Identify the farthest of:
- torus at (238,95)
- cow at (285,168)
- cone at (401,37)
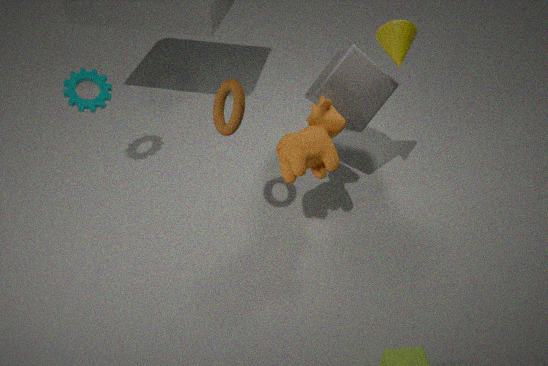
cone at (401,37)
